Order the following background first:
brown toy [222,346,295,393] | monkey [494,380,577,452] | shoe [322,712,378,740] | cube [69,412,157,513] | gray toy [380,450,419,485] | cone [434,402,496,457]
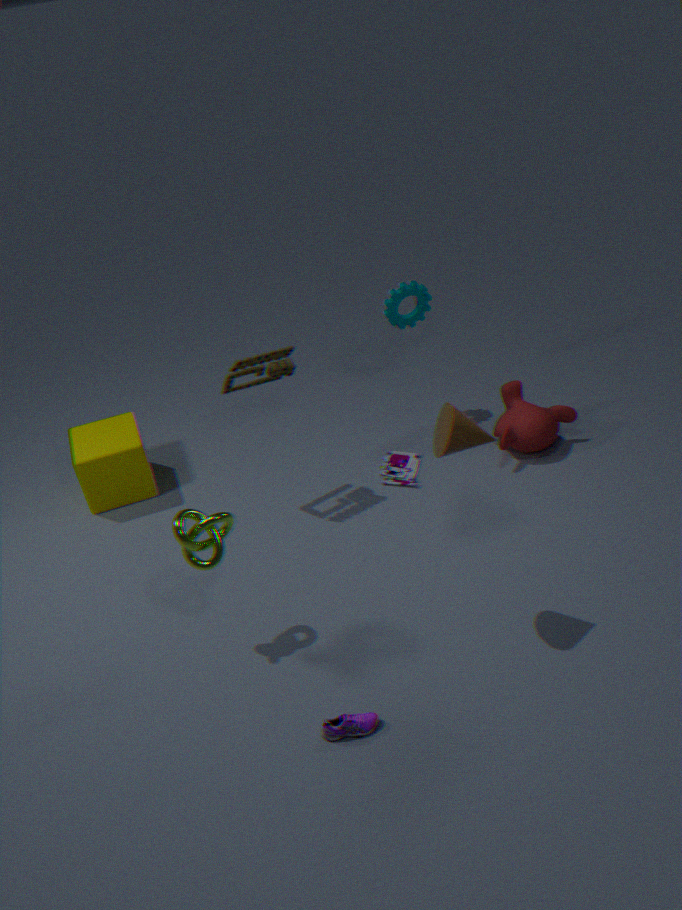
gray toy [380,450,419,485] → monkey [494,380,577,452] → cube [69,412,157,513] → brown toy [222,346,295,393] → shoe [322,712,378,740] → cone [434,402,496,457]
